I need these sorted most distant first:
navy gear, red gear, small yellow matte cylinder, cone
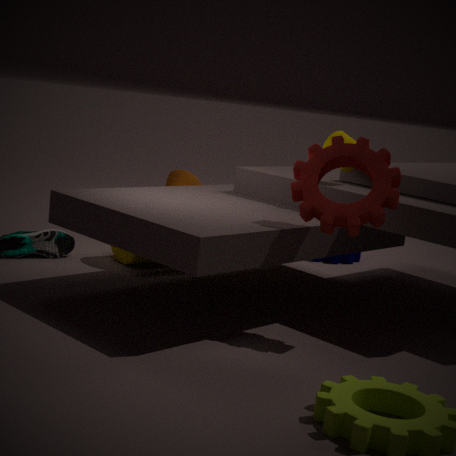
cone → navy gear → small yellow matte cylinder → red gear
